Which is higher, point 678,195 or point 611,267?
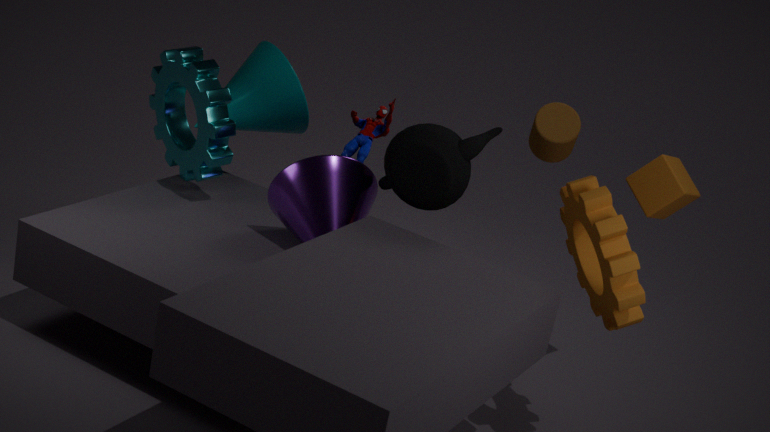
point 678,195
